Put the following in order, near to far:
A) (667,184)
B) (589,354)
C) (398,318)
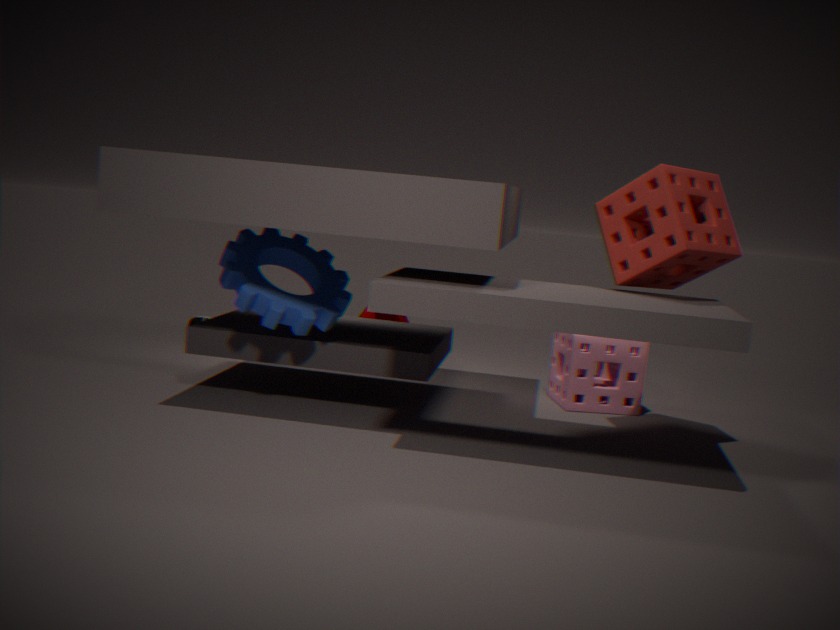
(667,184)
(589,354)
(398,318)
